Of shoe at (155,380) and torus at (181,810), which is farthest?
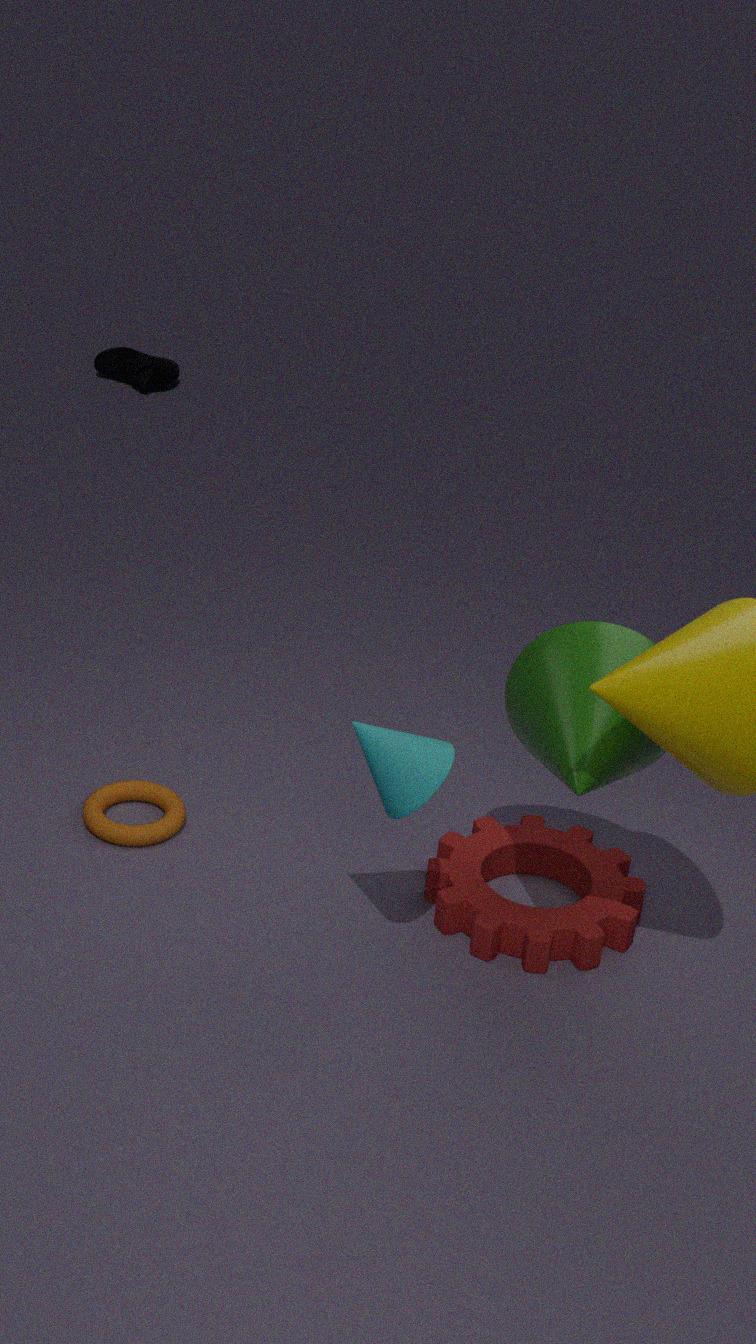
shoe at (155,380)
